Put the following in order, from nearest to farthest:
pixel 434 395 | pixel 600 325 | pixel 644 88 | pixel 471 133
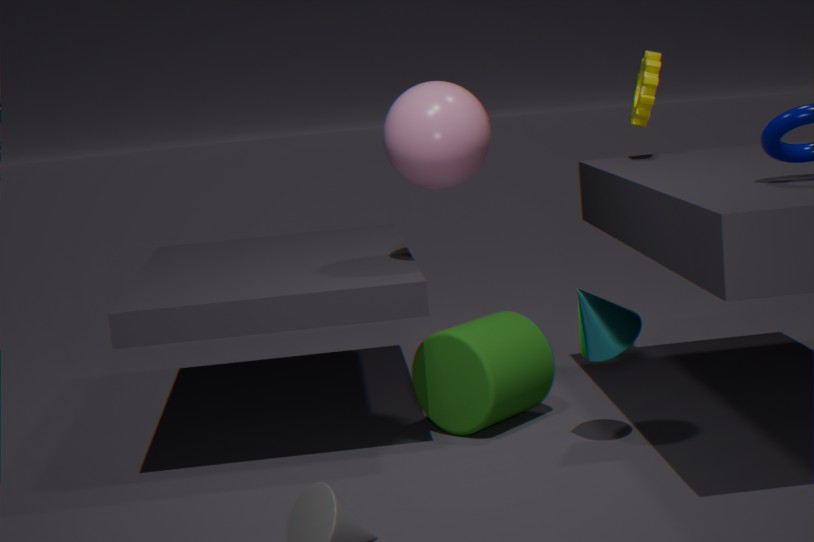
pixel 600 325 → pixel 471 133 → pixel 434 395 → pixel 644 88
